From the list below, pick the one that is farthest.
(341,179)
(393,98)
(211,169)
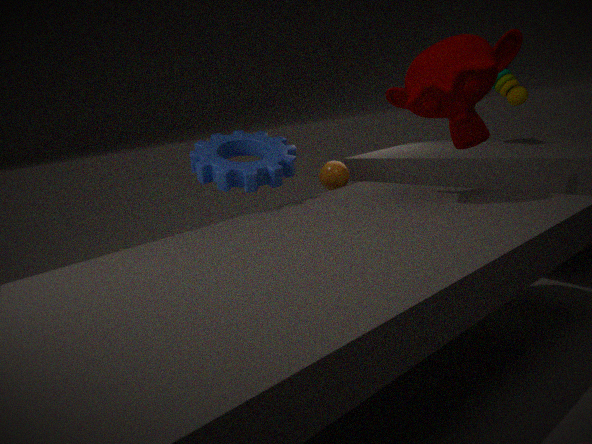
(341,179)
